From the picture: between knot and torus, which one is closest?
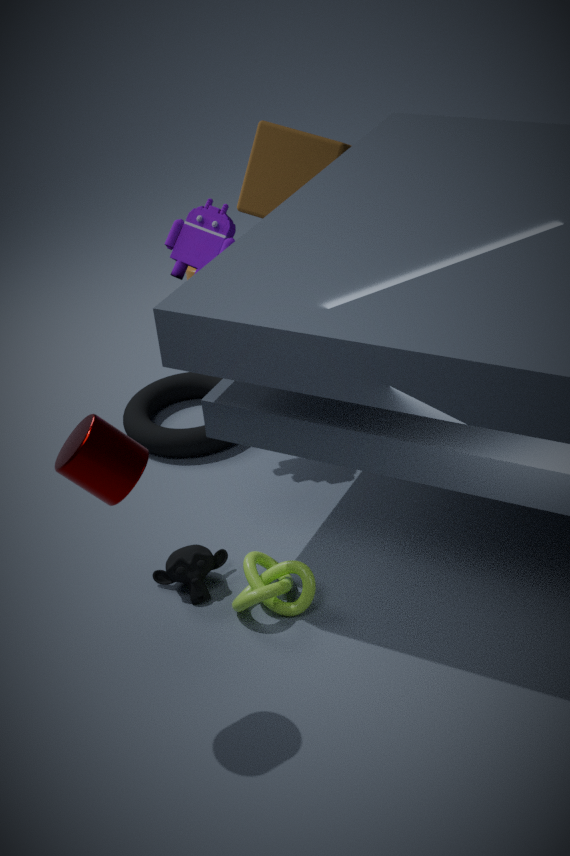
knot
